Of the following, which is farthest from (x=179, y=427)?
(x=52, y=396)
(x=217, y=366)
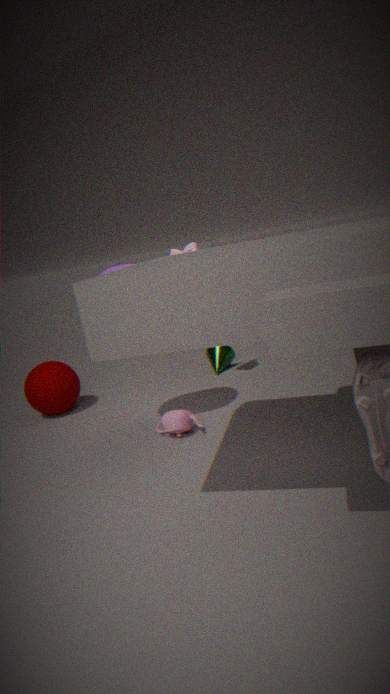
(x=52, y=396)
